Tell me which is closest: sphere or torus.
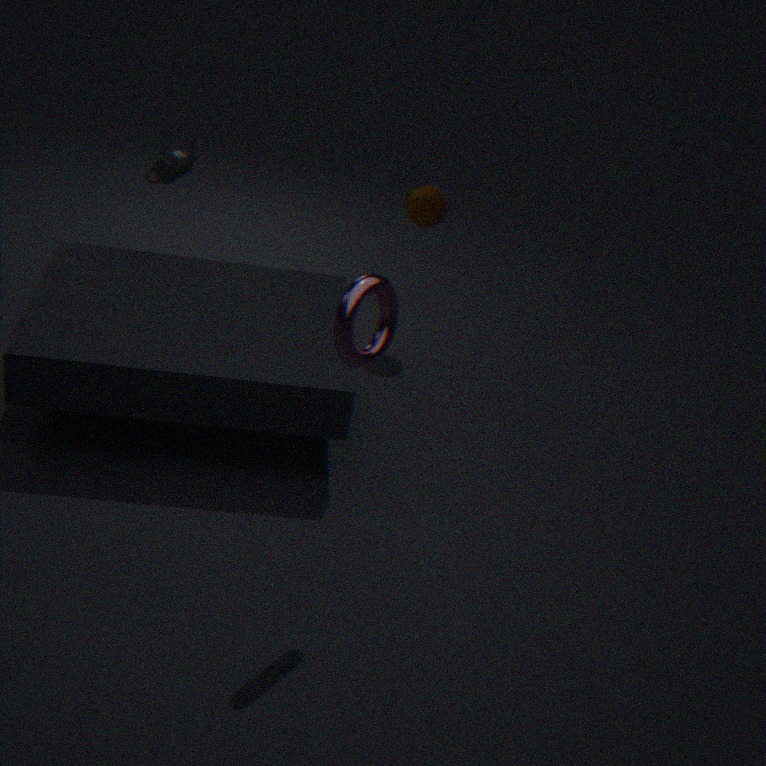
torus
